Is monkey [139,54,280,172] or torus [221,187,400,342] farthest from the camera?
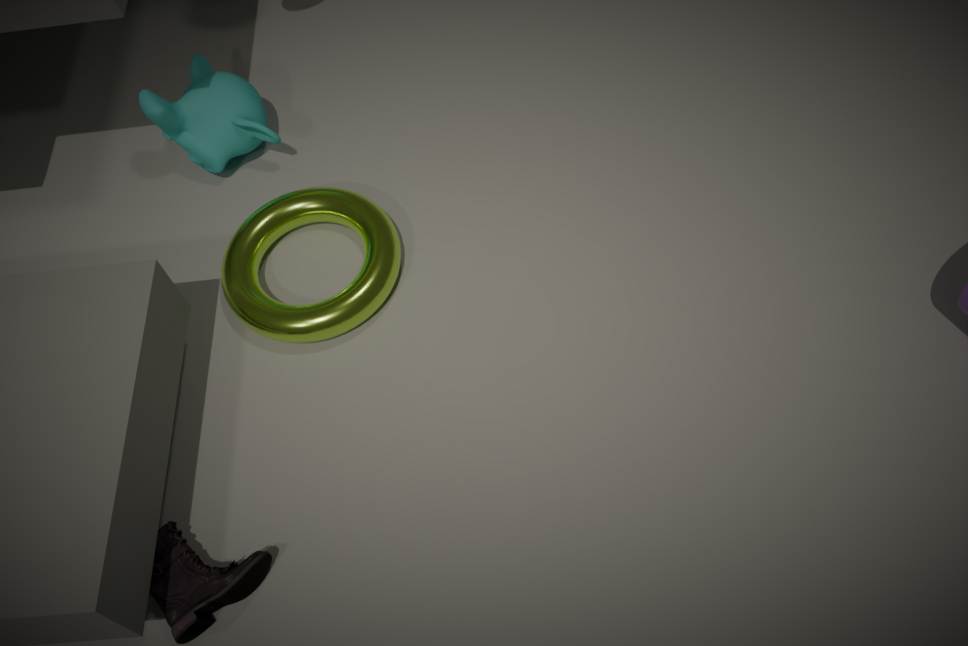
monkey [139,54,280,172]
